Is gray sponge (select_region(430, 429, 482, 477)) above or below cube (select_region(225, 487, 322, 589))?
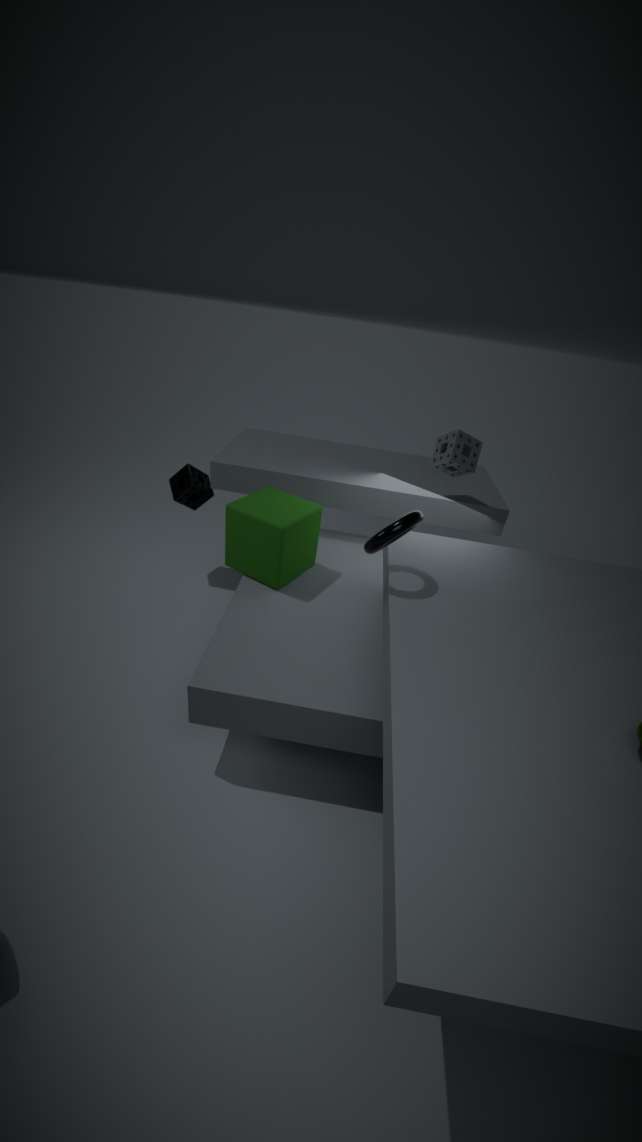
above
